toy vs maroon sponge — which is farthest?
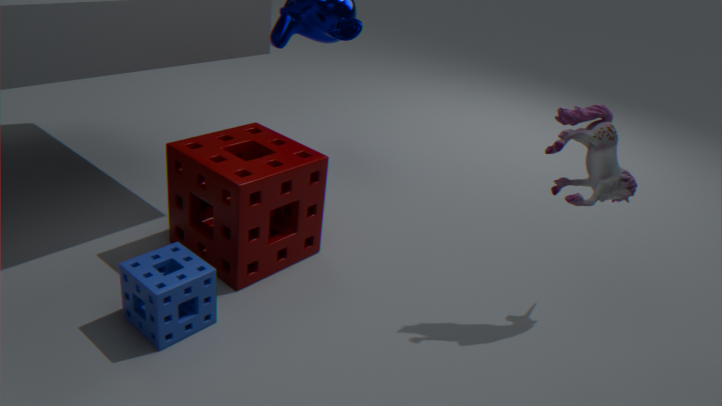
maroon sponge
